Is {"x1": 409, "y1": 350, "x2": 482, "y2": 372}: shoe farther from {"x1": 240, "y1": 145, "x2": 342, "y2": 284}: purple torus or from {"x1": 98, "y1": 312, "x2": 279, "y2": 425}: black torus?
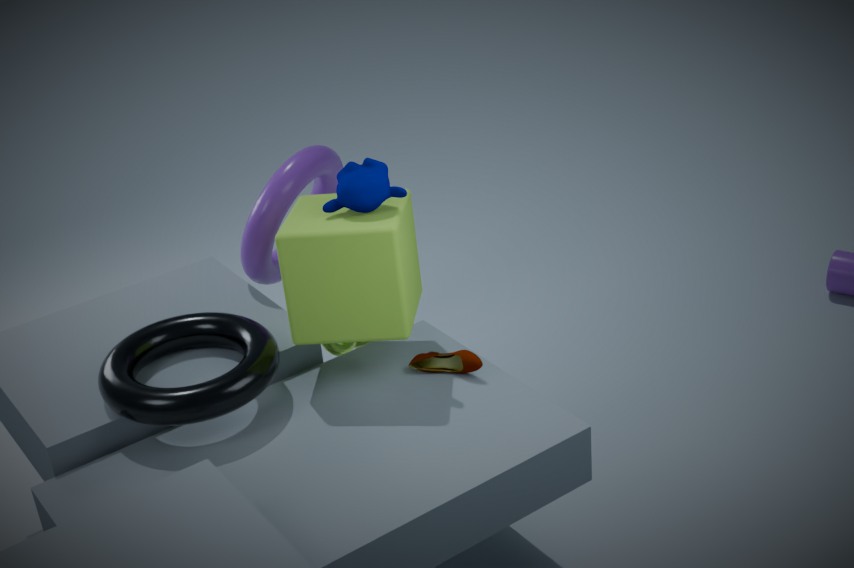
{"x1": 240, "y1": 145, "x2": 342, "y2": 284}: purple torus
